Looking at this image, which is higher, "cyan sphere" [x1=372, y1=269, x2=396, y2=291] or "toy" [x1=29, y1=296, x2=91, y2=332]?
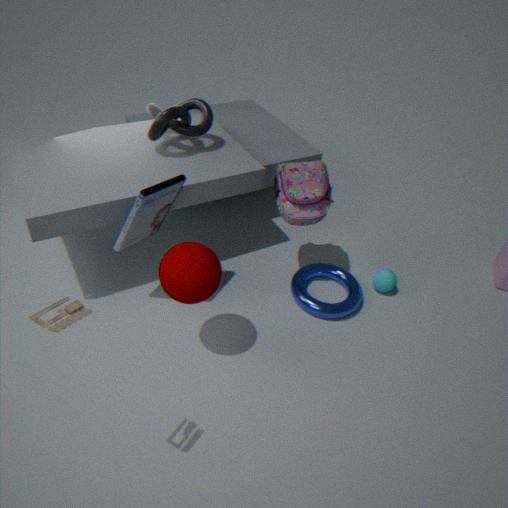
"toy" [x1=29, y1=296, x2=91, y2=332]
